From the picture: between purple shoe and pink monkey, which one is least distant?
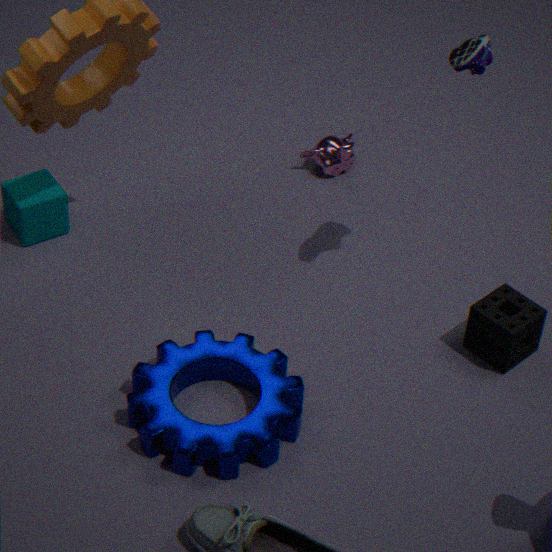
purple shoe
